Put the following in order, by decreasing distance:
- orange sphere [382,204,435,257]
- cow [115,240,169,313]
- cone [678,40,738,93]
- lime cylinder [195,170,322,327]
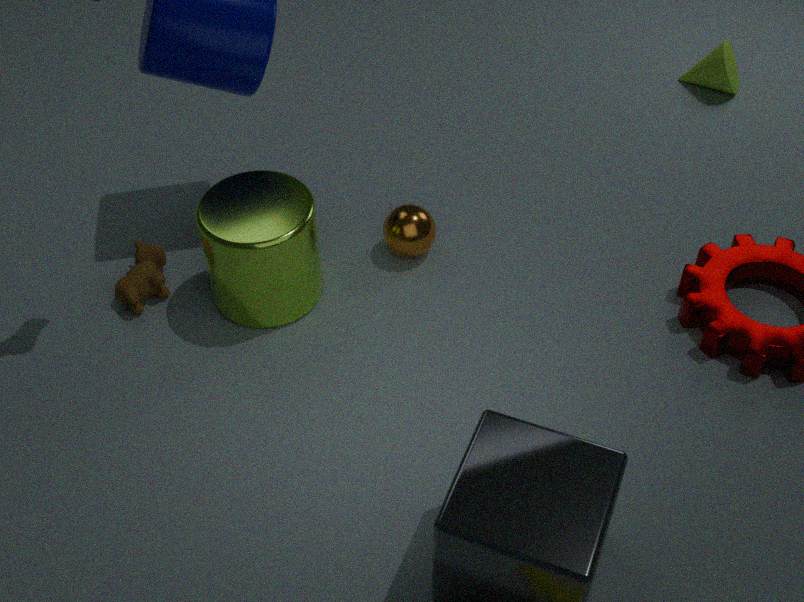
cone [678,40,738,93] < orange sphere [382,204,435,257] < cow [115,240,169,313] < lime cylinder [195,170,322,327]
